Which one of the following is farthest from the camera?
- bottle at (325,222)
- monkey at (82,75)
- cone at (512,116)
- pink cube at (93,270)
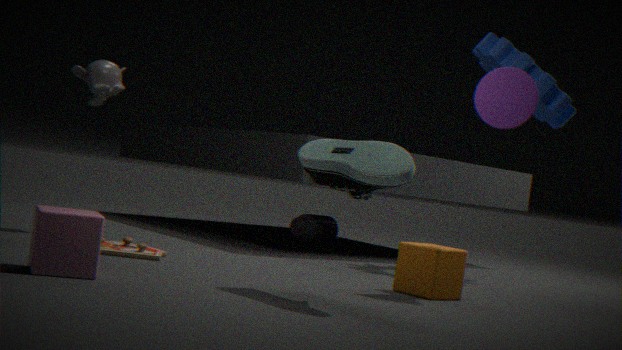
bottle at (325,222)
